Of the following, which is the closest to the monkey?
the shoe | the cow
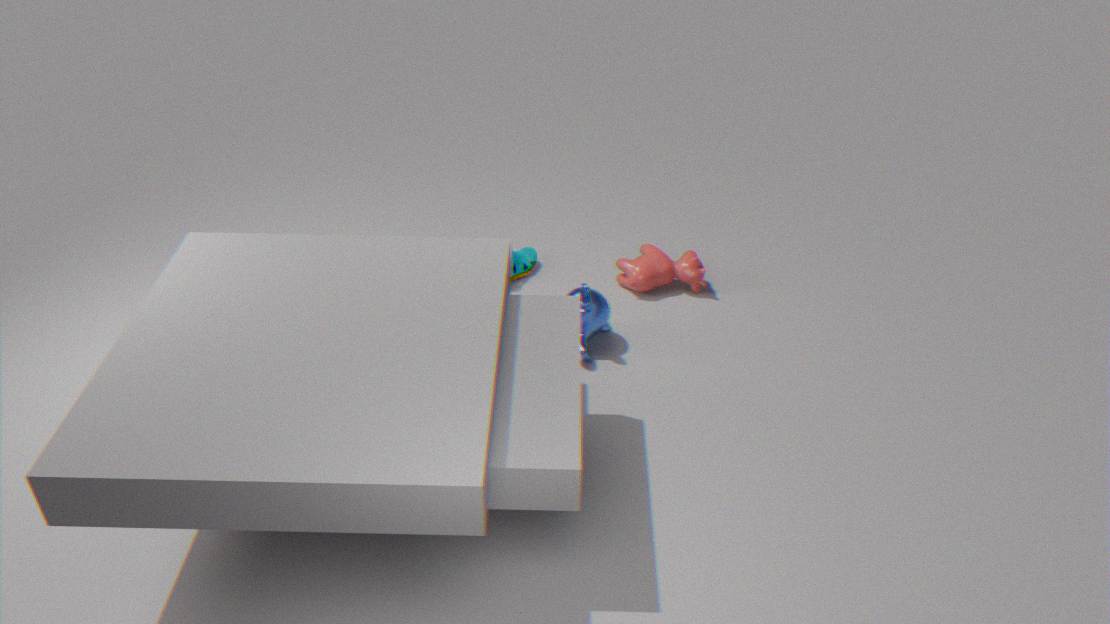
the cow
